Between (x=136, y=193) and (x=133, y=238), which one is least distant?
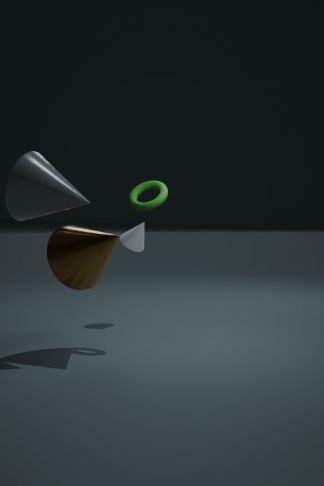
(x=136, y=193)
